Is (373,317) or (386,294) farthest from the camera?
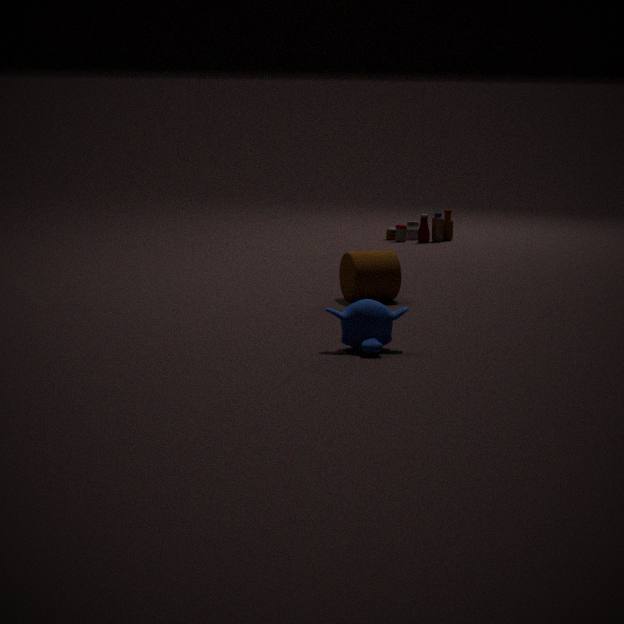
(386,294)
